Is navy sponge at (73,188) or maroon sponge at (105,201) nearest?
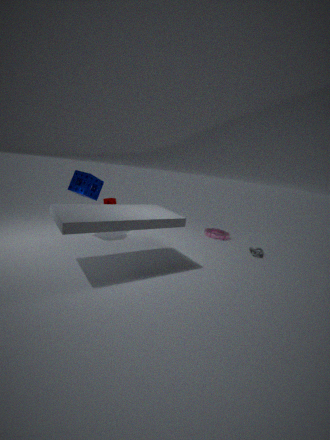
navy sponge at (73,188)
